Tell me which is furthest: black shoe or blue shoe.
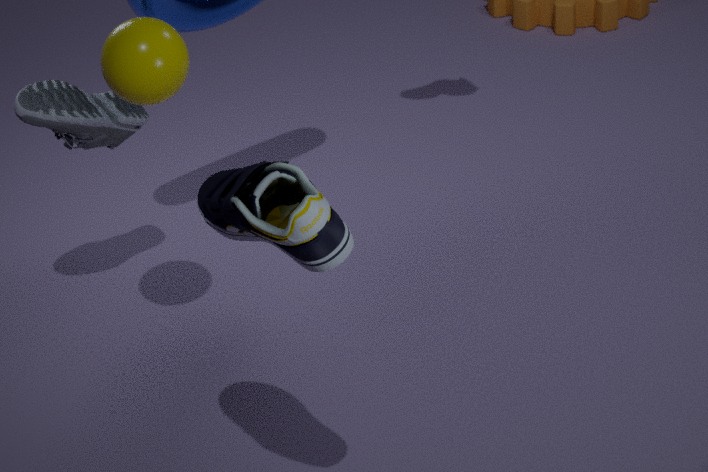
blue shoe
